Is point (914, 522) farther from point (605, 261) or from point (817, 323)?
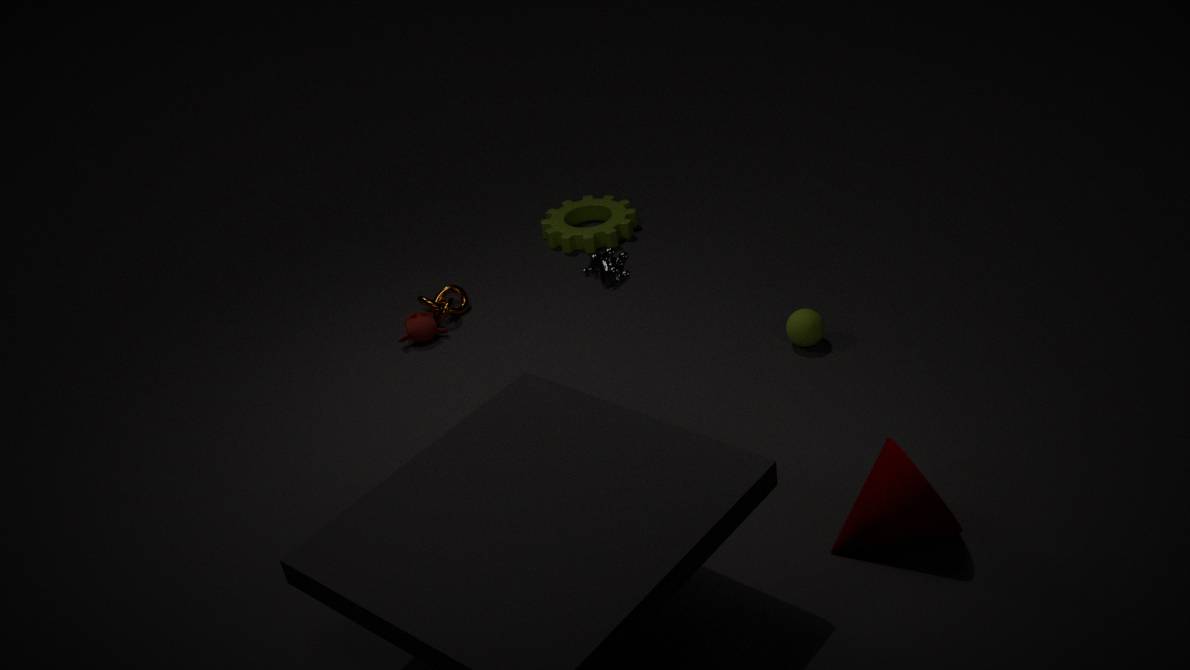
point (605, 261)
